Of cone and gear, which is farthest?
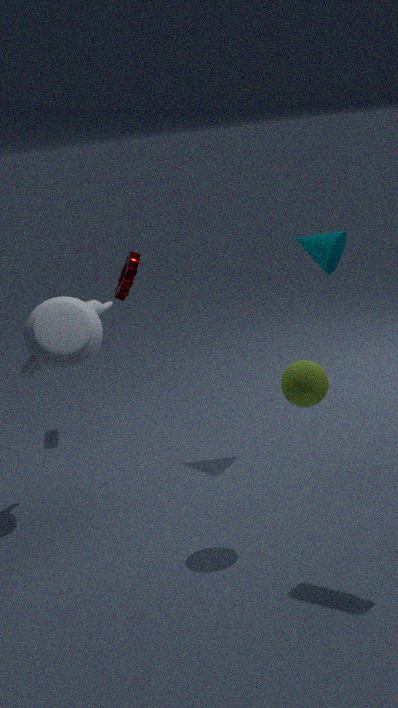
gear
